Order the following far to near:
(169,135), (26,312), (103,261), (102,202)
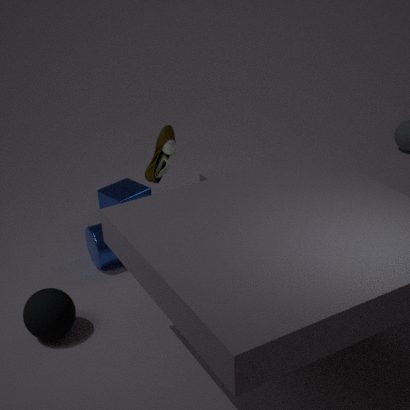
(102,202), (103,261), (169,135), (26,312)
